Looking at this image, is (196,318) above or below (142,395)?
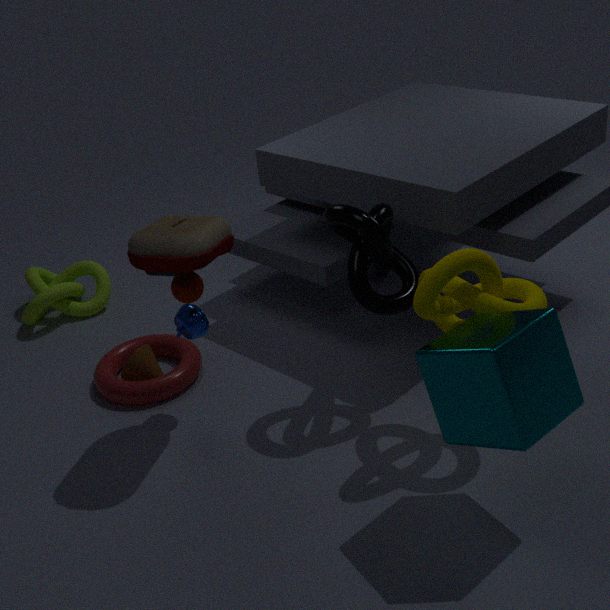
above
